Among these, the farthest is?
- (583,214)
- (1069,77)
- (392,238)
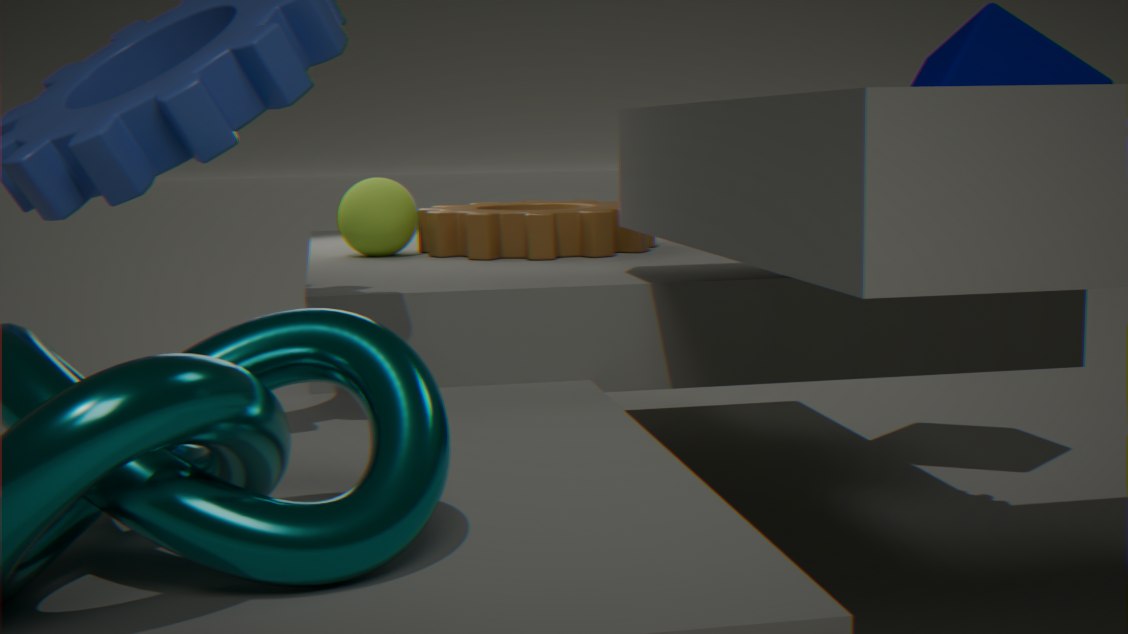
(1069,77)
